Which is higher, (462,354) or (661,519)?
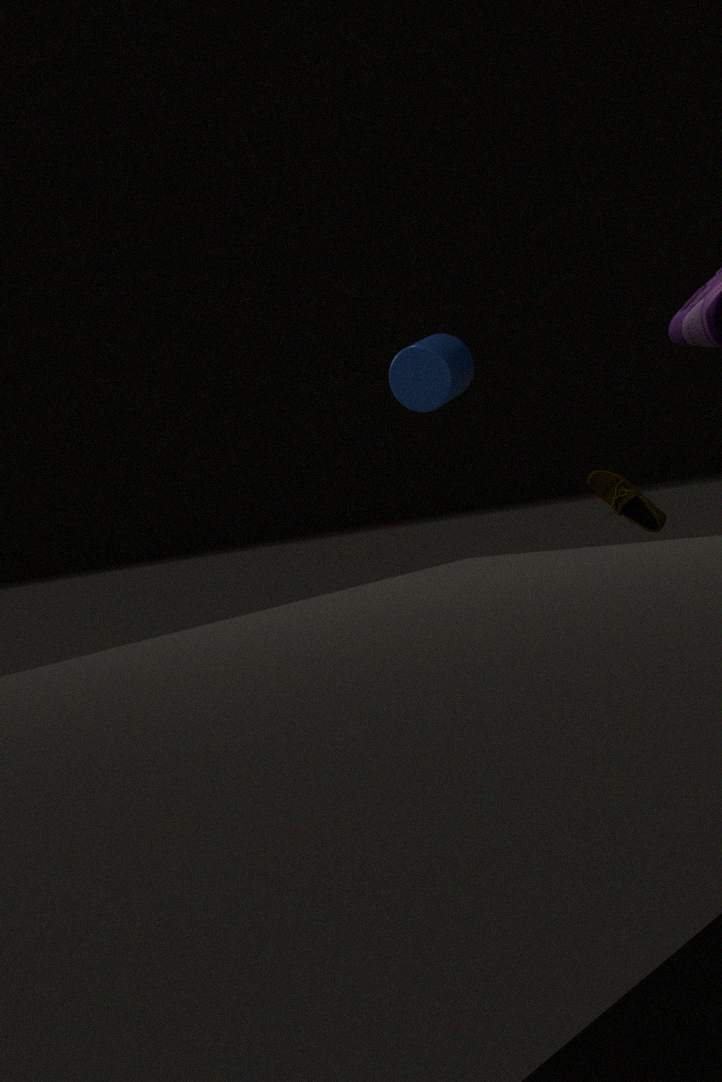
(462,354)
